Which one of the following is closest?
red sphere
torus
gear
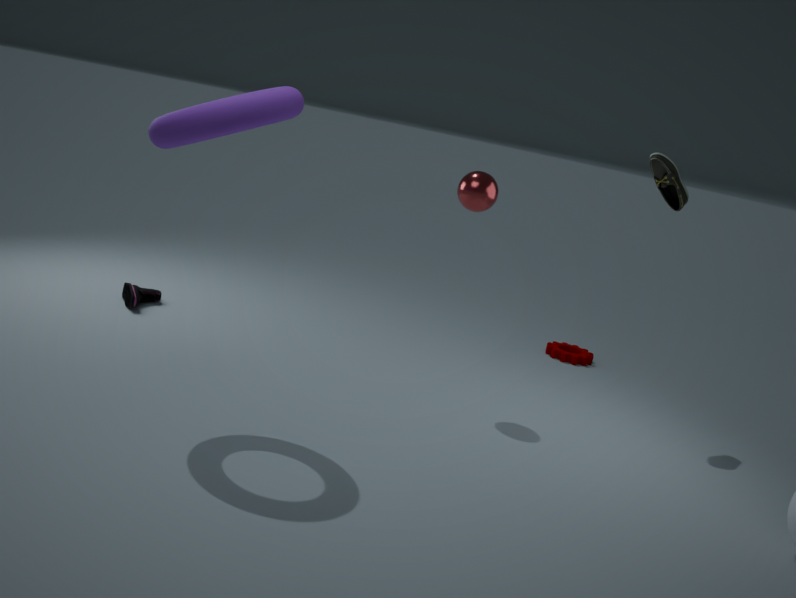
torus
